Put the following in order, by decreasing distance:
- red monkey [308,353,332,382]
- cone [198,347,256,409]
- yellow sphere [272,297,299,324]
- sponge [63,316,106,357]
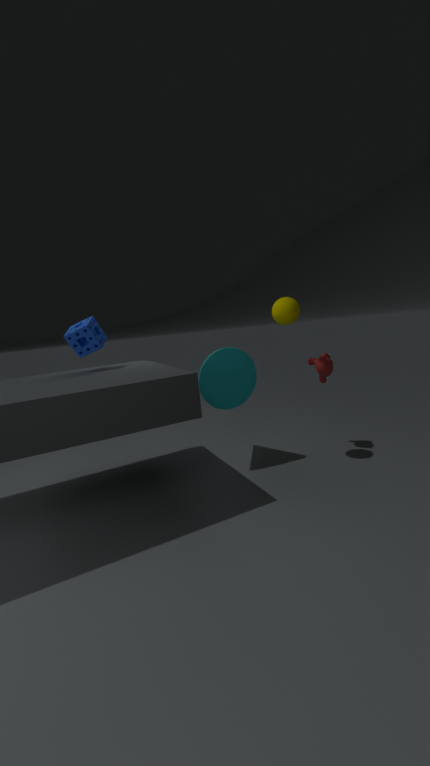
red monkey [308,353,332,382], cone [198,347,256,409], sponge [63,316,106,357], yellow sphere [272,297,299,324]
